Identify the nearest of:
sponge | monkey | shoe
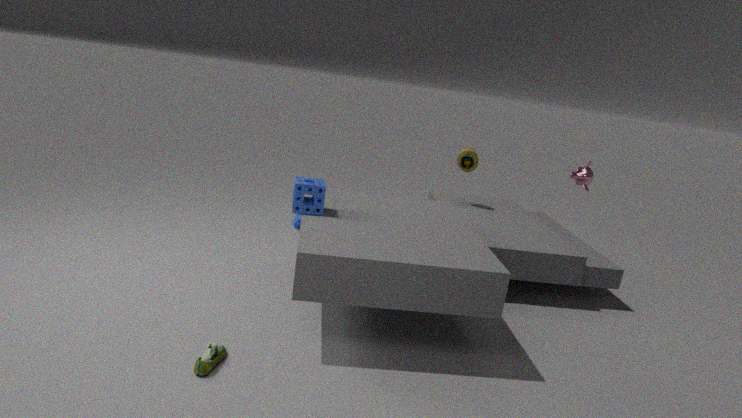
shoe
